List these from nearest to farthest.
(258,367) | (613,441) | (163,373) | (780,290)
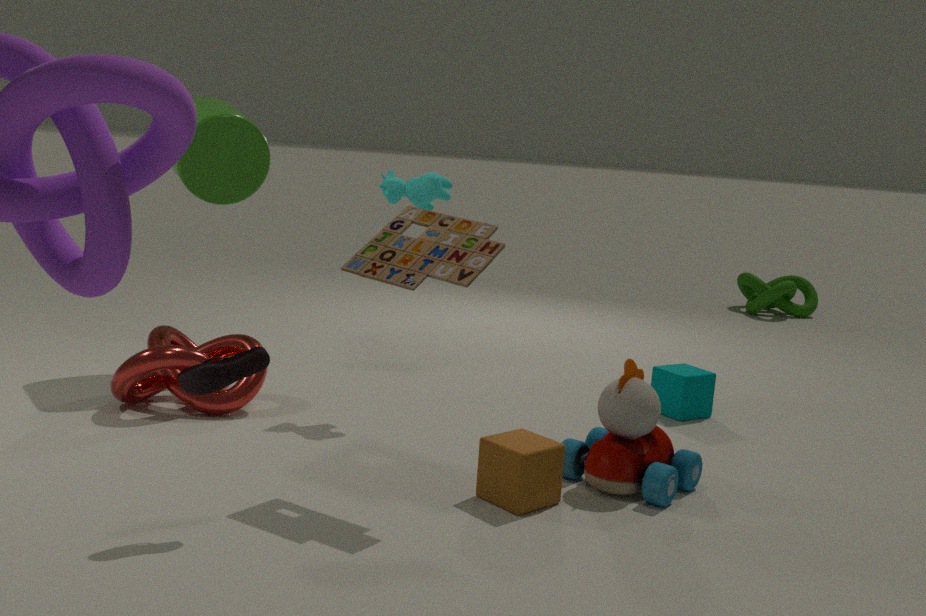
(258,367)
(613,441)
(163,373)
(780,290)
